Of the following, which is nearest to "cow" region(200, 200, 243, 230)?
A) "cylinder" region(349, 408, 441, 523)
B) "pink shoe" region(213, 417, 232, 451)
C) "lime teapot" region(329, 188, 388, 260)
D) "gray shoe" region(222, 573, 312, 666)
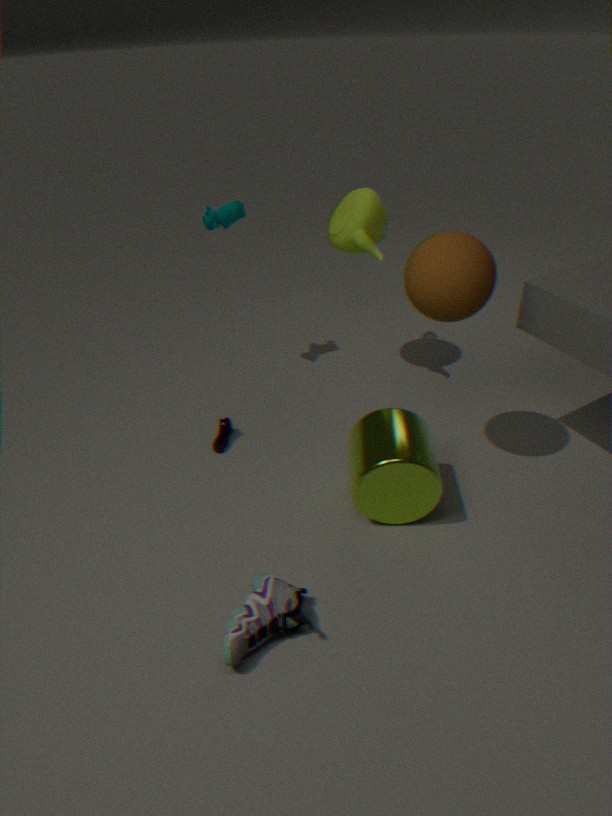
"lime teapot" region(329, 188, 388, 260)
